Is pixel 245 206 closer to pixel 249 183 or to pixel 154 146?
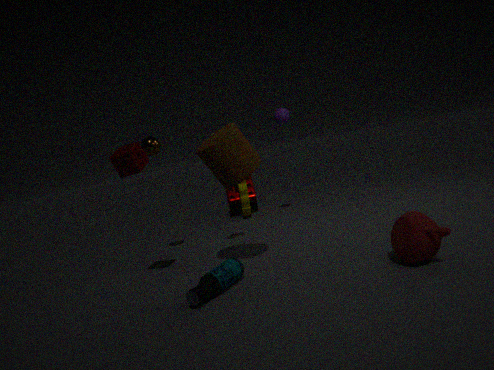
pixel 249 183
